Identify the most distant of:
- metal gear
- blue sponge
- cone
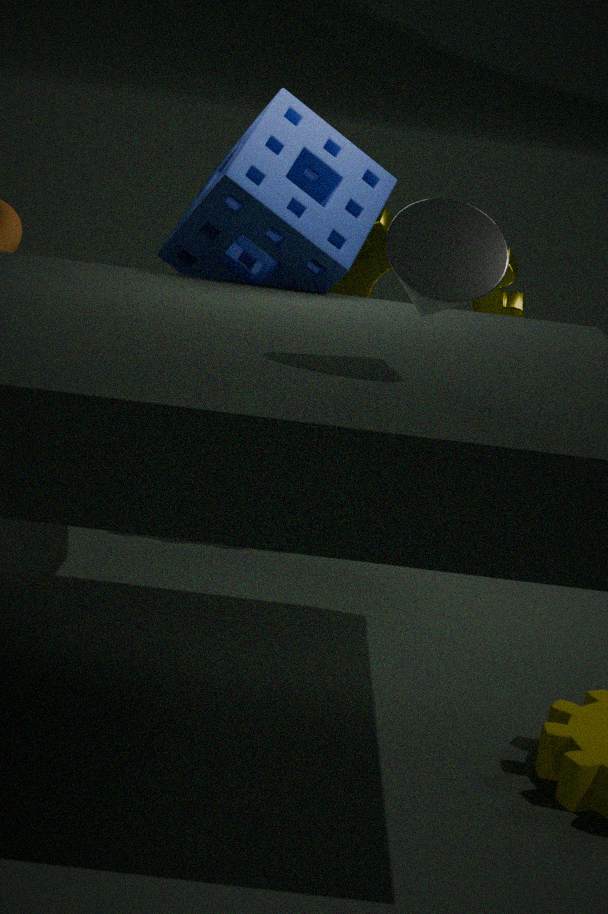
metal gear
